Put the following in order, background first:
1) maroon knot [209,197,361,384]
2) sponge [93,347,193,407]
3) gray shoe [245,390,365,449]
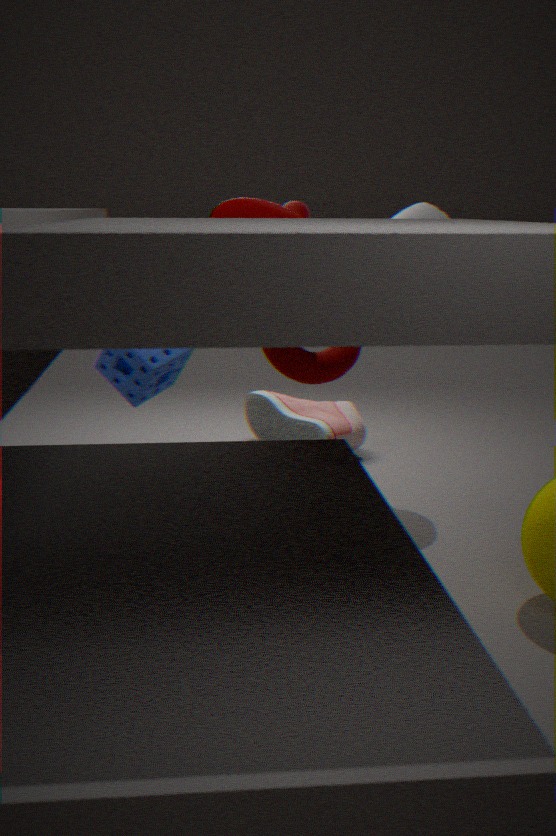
3. gray shoe [245,390,365,449] → 2. sponge [93,347,193,407] → 1. maroon knot [209,197,361,384]
